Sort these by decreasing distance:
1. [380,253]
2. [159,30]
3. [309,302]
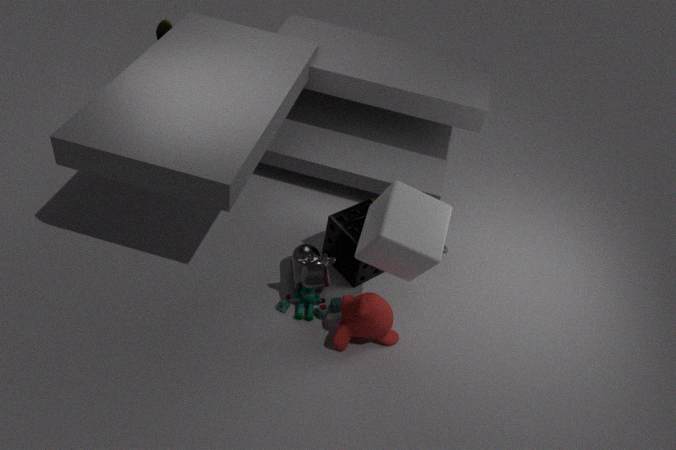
[159,30]
[309,302]
[380,253]
